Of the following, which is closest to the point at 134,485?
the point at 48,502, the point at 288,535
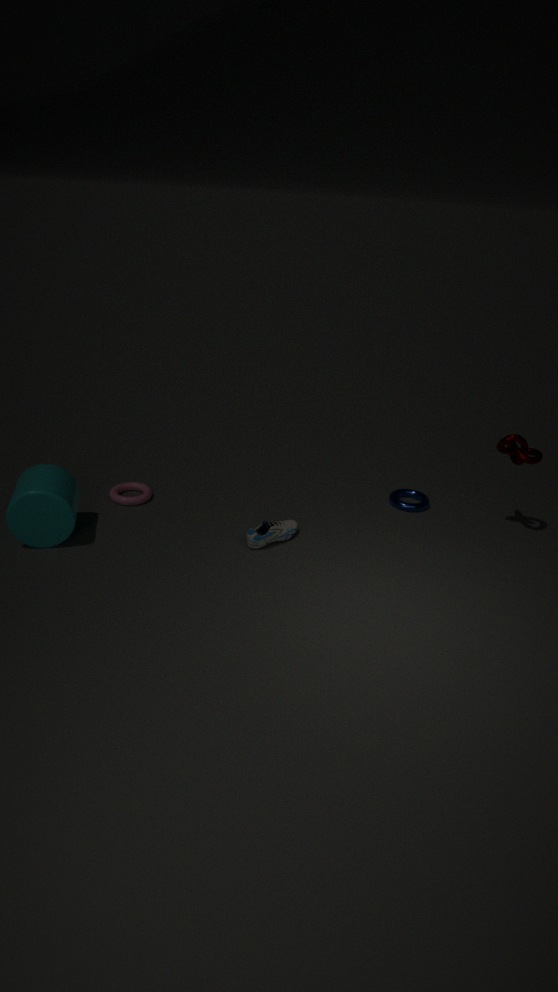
the point at 48,502
